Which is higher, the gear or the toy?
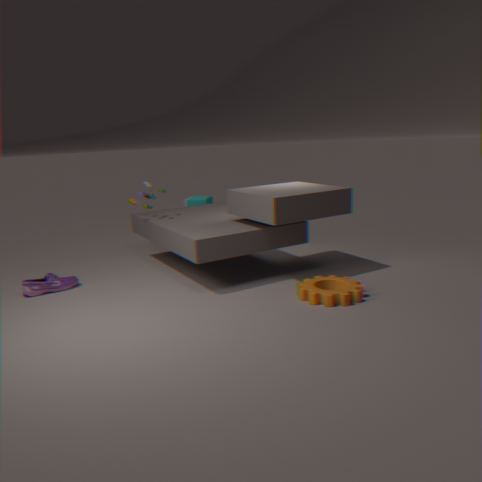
the toy
